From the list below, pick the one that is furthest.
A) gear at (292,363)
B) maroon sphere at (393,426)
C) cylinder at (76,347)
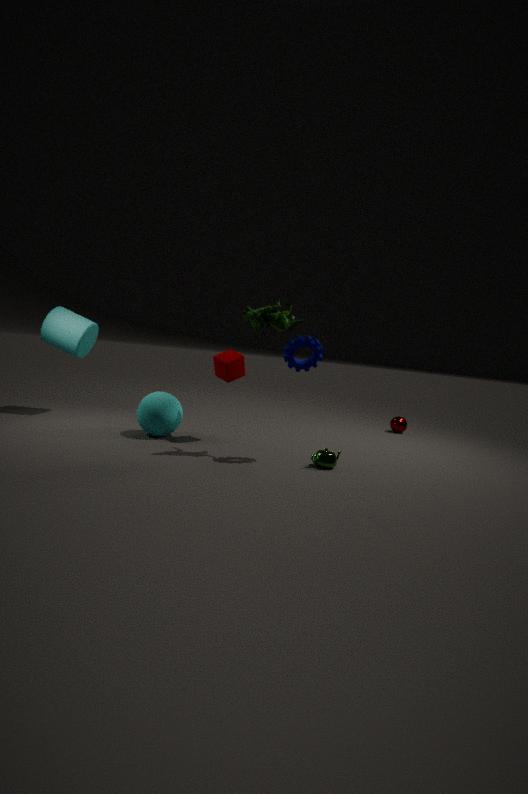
maroon sphere at (393,426)
